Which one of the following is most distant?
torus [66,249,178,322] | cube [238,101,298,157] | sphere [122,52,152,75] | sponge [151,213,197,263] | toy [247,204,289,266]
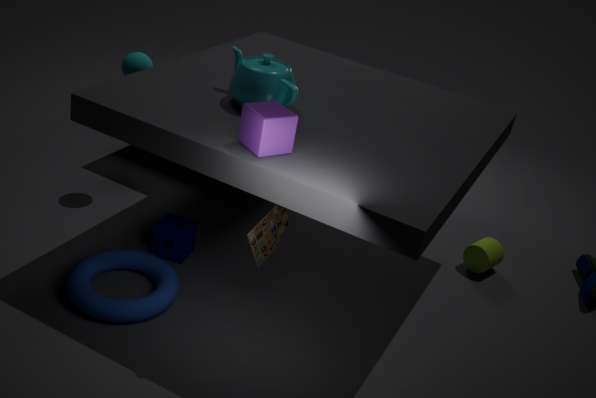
sphere [122,52,152,75]
